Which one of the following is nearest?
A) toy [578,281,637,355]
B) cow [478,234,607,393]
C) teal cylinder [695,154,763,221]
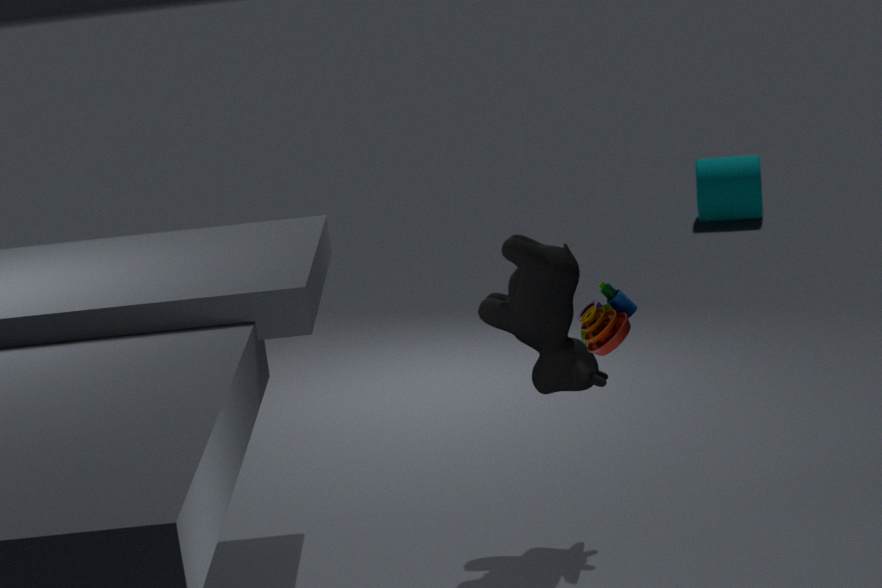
toy [578,281,637,355]
